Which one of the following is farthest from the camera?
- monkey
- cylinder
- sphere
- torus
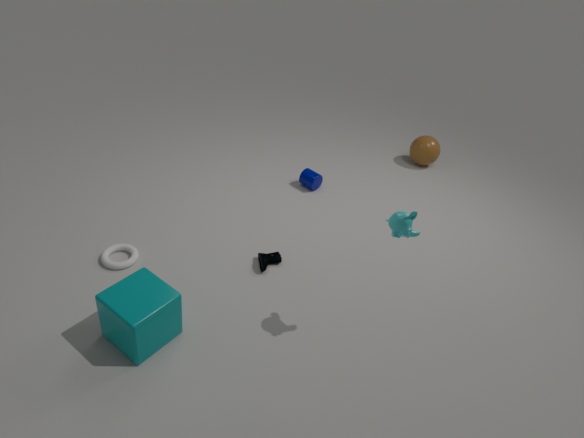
sphere
